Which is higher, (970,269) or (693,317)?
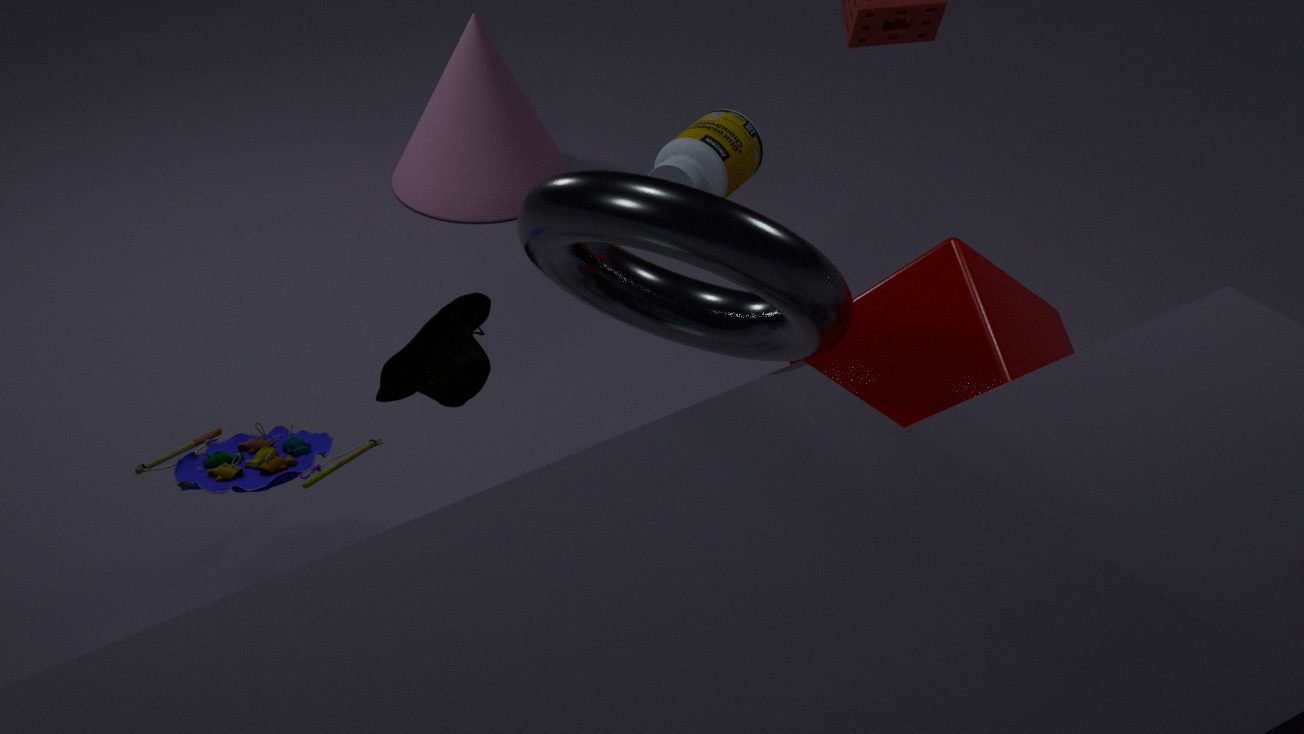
(693,317)
